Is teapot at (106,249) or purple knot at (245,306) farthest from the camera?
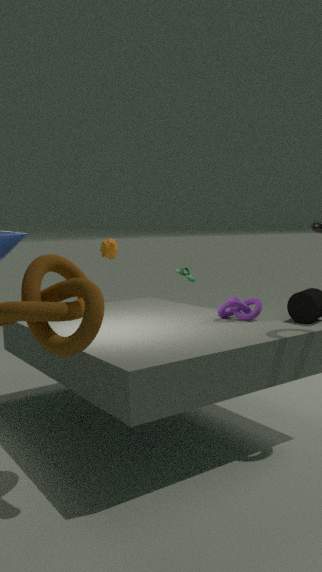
teapot at (106,249)
